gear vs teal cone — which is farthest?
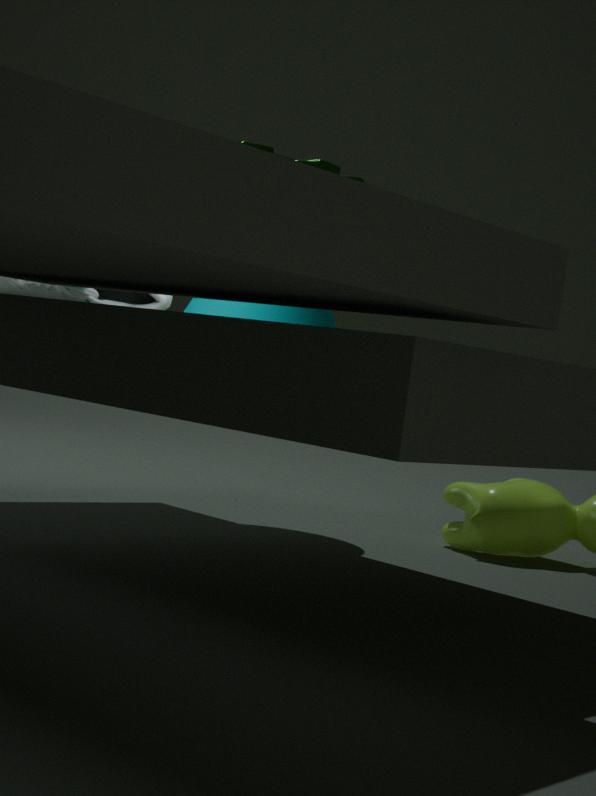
teal cone
